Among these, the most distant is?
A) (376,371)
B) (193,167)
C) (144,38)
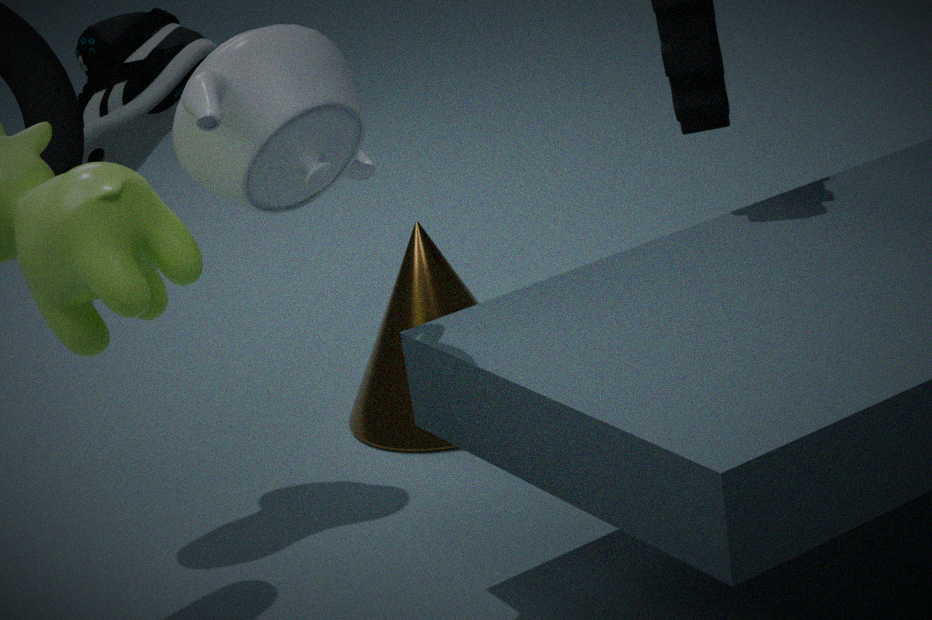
(376,371)
